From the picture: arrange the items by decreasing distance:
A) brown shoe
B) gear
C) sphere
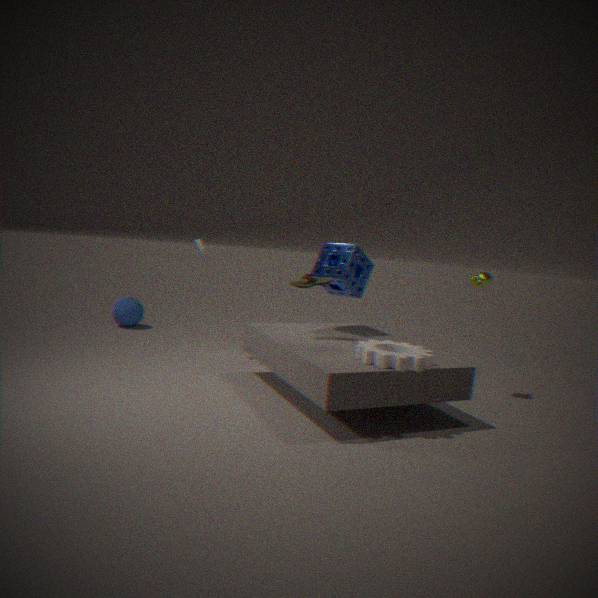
sphere < brown shoe < gear
